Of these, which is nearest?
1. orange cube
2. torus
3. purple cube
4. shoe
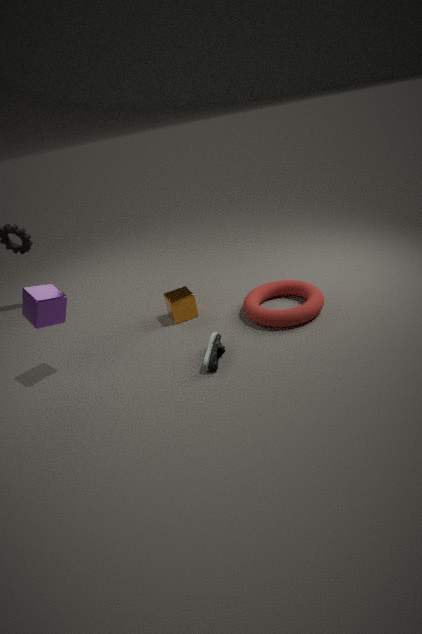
purple cube
